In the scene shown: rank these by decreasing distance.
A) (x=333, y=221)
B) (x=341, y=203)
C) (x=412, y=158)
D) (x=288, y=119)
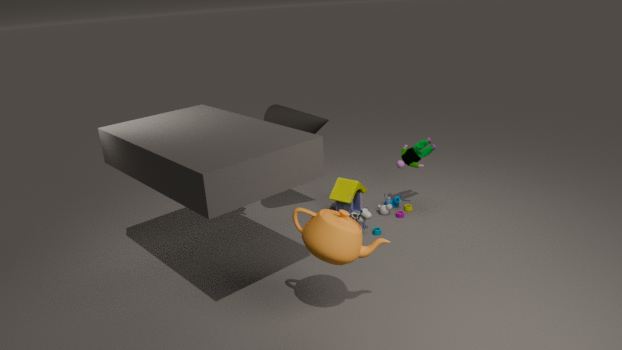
(x=341, y=203) → (x=412, y=158) → (x=288, y=119) → (x=333, y=221)
